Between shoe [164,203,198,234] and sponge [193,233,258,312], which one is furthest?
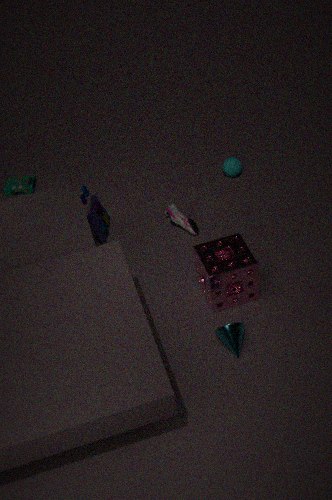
shoe [164,203,198,234]
